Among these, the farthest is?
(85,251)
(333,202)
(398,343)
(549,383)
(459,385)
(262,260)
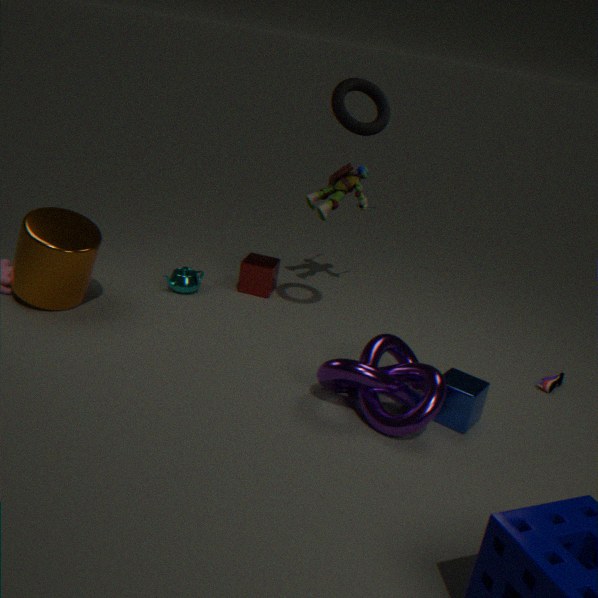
(262,260)
